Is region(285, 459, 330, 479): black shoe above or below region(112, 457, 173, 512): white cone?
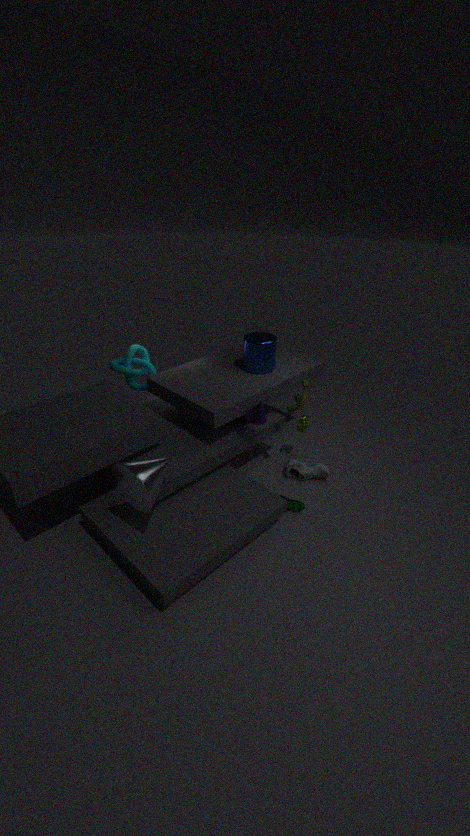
below
